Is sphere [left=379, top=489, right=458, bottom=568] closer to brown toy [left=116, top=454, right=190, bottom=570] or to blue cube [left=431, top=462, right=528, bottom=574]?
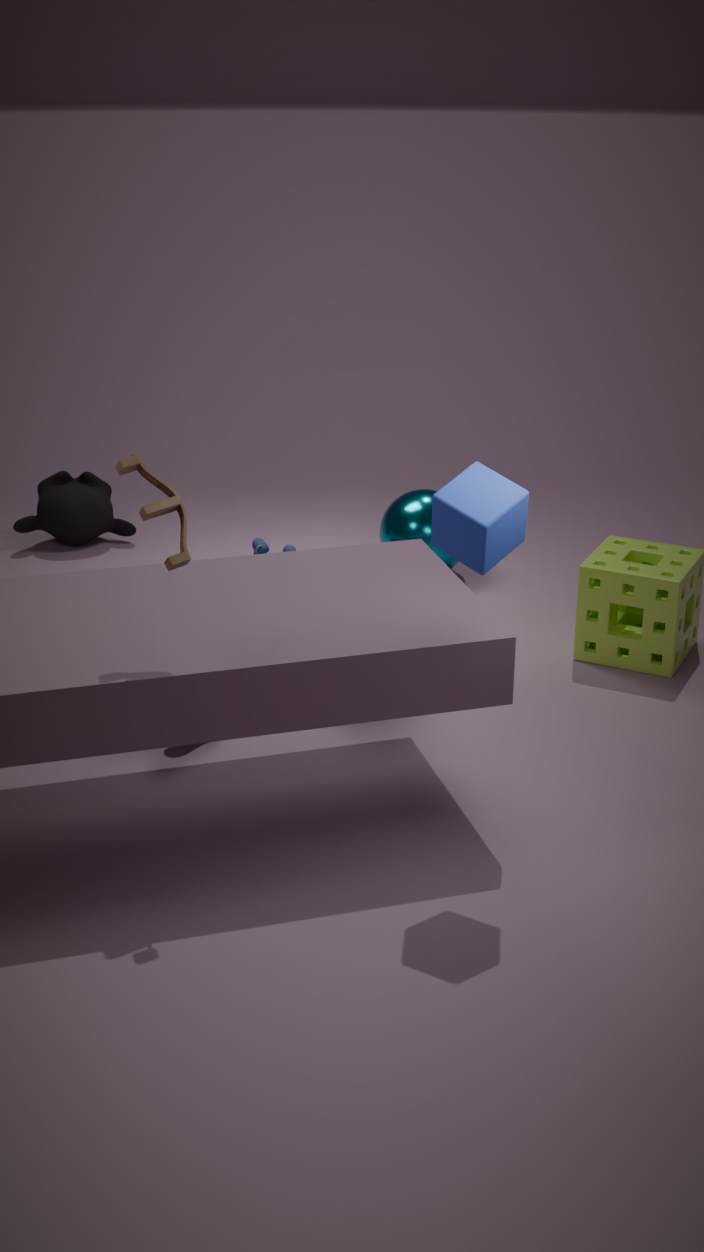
blue cube [left=431, top=462, right=528, bottom=574]
